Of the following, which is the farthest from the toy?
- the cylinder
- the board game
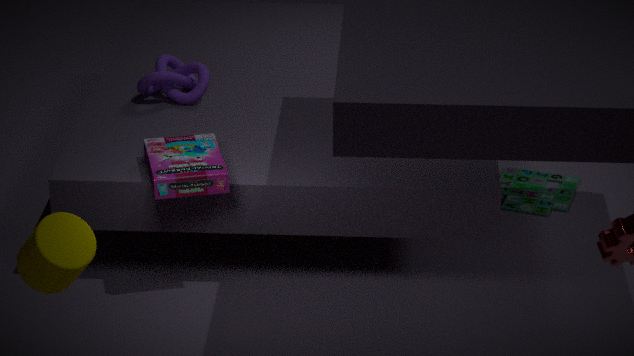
the cylinder
